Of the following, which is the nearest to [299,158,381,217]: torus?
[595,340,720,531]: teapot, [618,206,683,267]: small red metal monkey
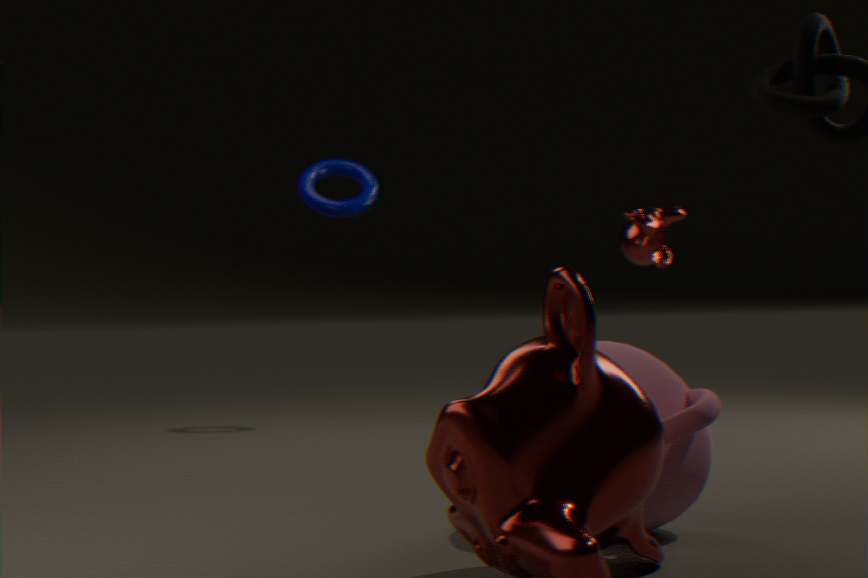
[618,206,683,267]: small red metal monkey
